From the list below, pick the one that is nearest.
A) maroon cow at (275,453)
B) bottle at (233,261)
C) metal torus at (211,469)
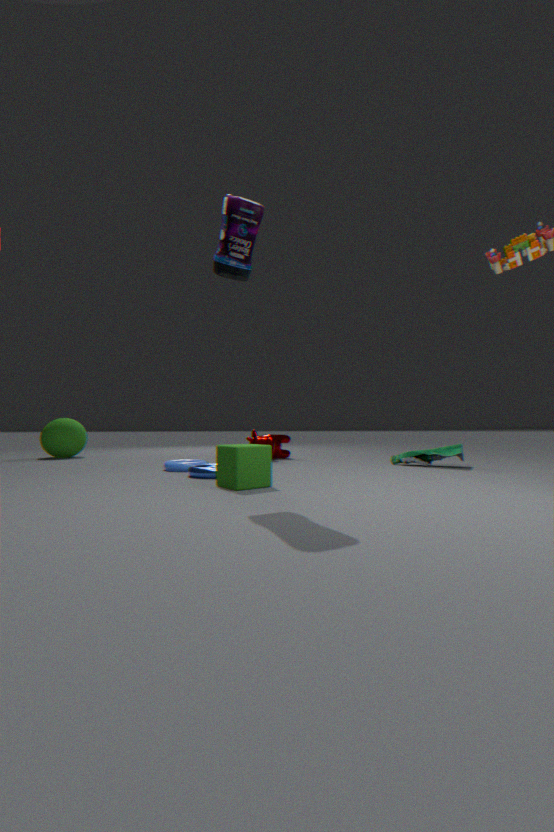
bottle at (233,261)
